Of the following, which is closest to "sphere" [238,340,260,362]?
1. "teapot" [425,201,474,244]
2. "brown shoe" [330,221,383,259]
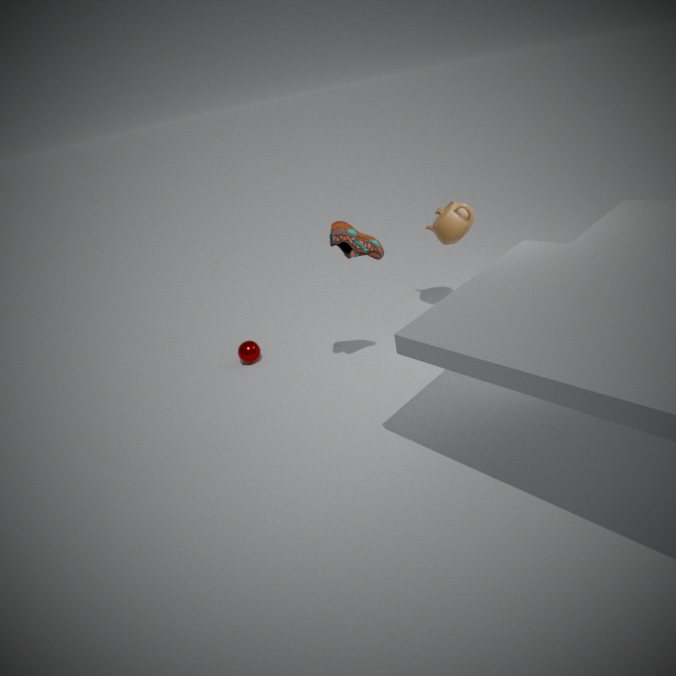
"brown shoe" [330,221,383,259]
